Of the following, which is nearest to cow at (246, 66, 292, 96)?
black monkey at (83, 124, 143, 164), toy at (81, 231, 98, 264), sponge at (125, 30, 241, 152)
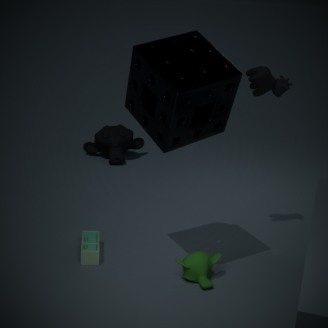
sponge at (125, 30, 241, 152)
